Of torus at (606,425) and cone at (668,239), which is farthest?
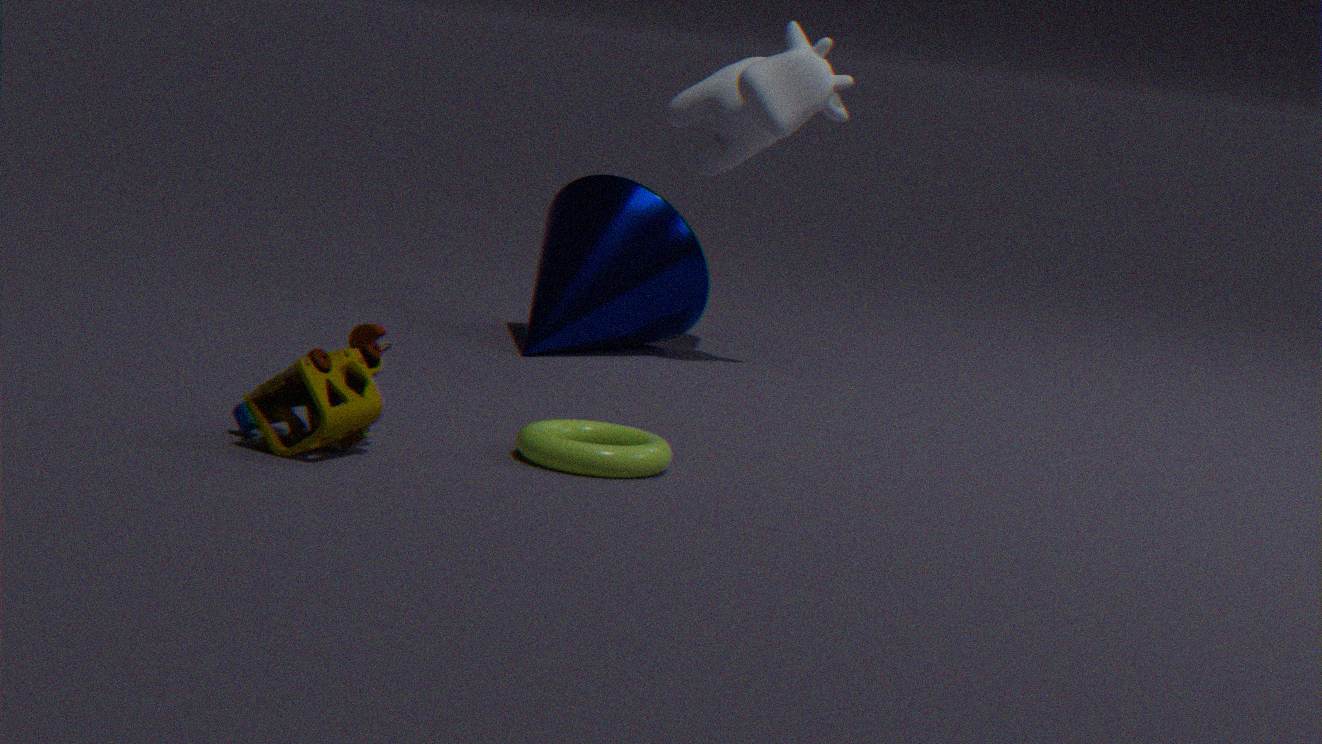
cone at (668,239)
